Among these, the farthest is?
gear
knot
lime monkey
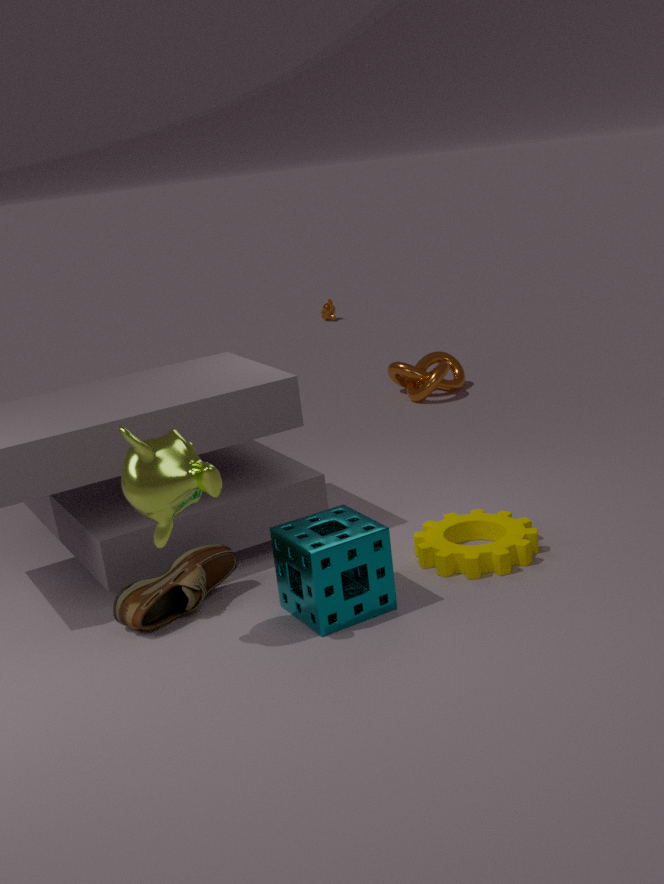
knot
